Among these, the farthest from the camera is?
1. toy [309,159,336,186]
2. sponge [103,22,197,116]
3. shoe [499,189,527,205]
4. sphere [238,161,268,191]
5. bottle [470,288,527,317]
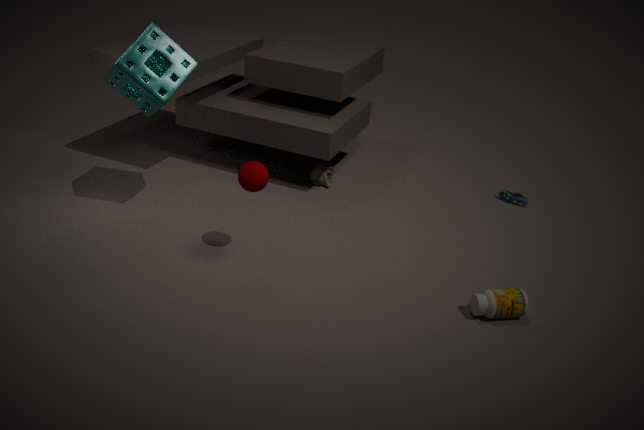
shoe [499,189,527,205]
